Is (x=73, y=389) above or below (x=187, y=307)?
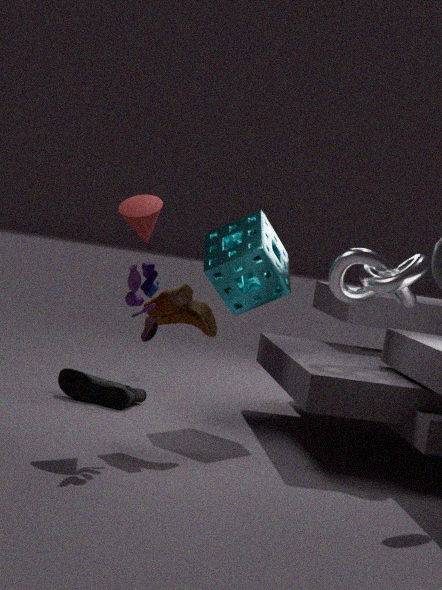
below
